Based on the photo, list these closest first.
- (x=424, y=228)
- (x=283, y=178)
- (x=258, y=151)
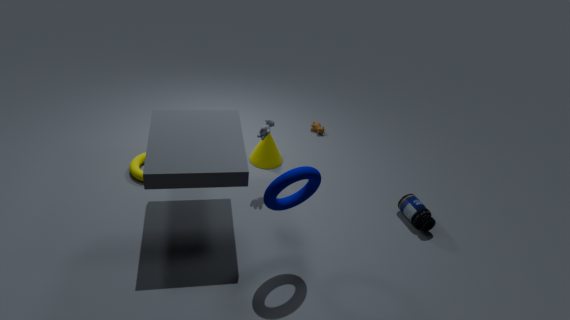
(x=283, y=178) < (x=424, y=228) < (x=258, y=151)
